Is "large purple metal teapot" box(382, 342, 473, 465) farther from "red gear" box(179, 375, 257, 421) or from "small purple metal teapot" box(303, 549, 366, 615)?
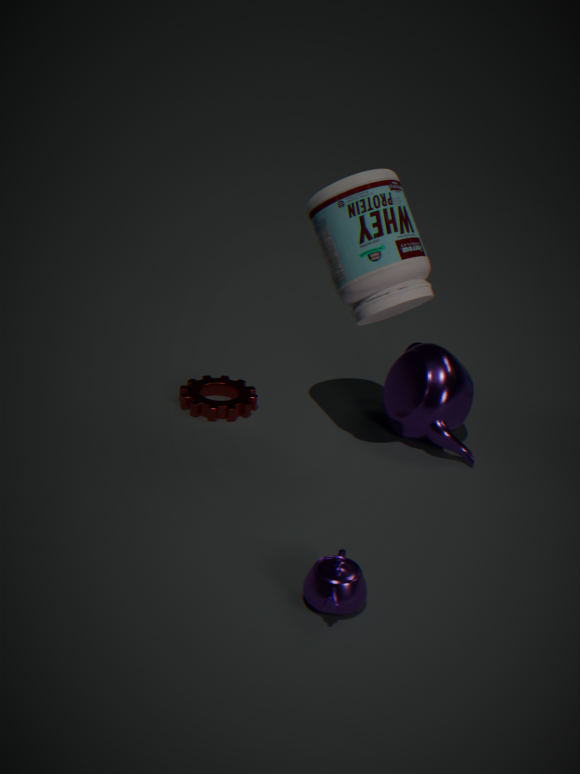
"small purple metal teapot" box(303, 549, 366, 615)
